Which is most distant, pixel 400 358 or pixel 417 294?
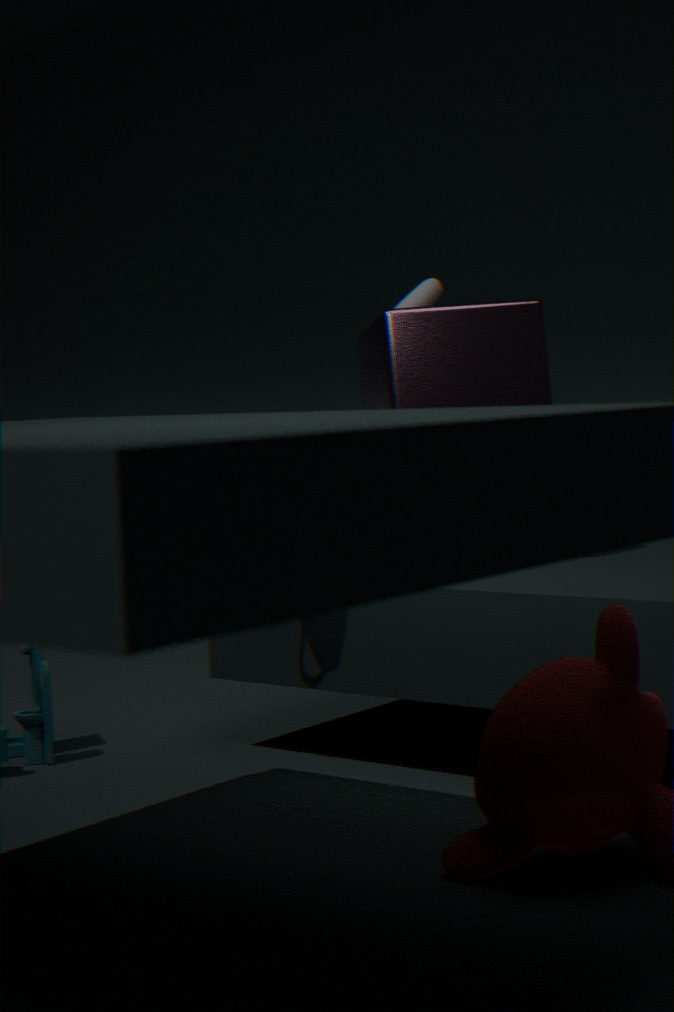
pixel 417 294
